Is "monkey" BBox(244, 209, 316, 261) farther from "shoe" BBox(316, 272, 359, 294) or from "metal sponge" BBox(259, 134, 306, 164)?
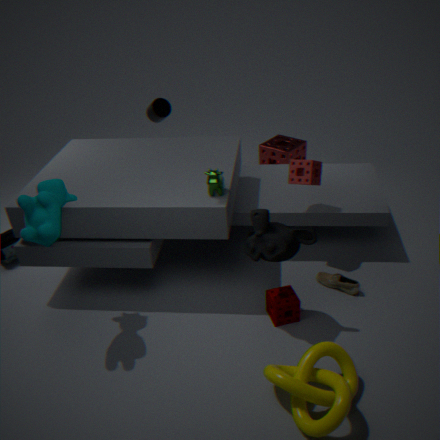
"metal sponge" BBox(259, 134, 306, 164)
